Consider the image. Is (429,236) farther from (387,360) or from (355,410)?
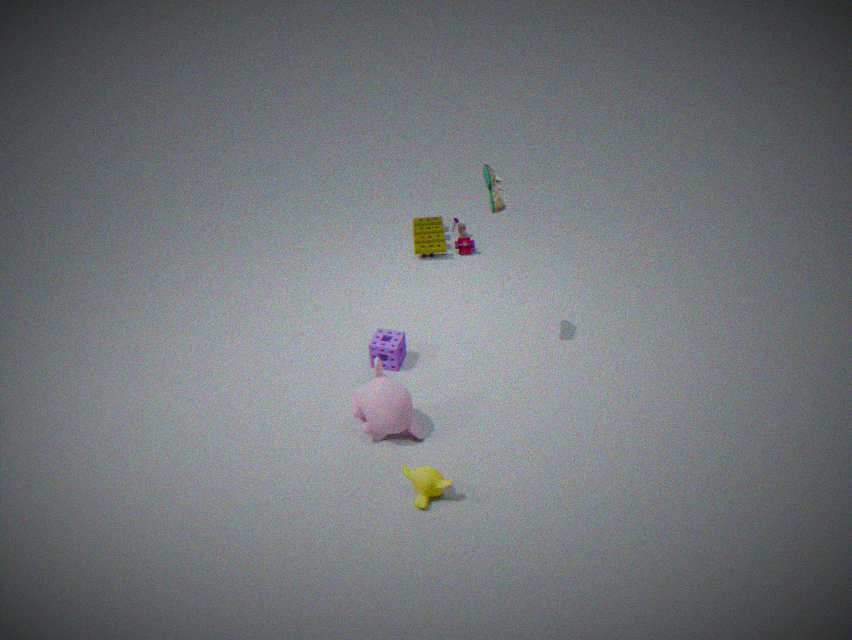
(355,410)
